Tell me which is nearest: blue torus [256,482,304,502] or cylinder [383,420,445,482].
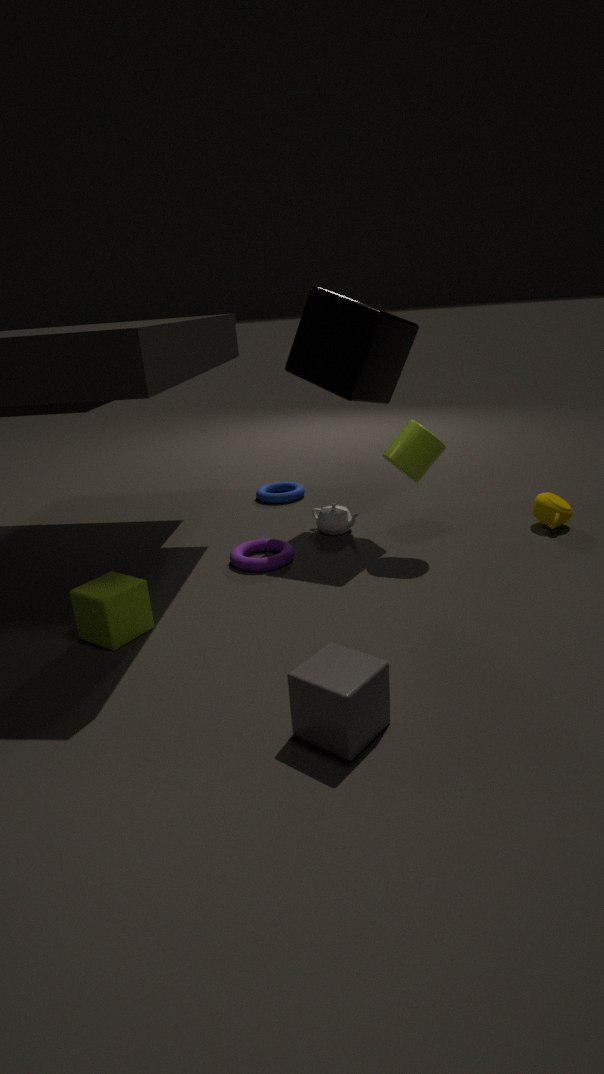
cylinder [383,420,445,482]
